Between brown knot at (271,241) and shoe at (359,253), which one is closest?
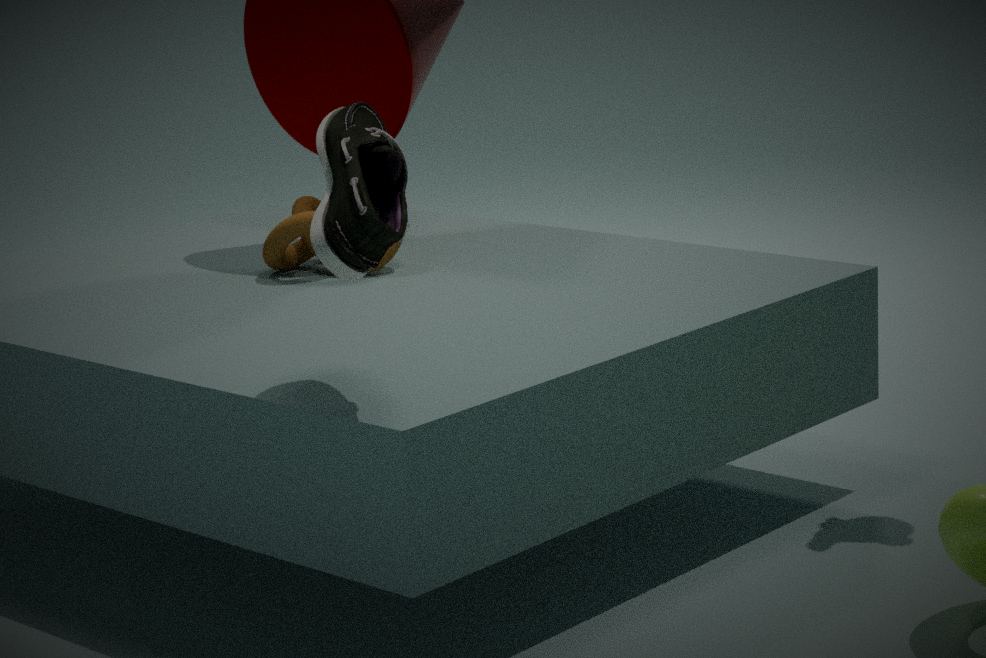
shoe at (359,253)
